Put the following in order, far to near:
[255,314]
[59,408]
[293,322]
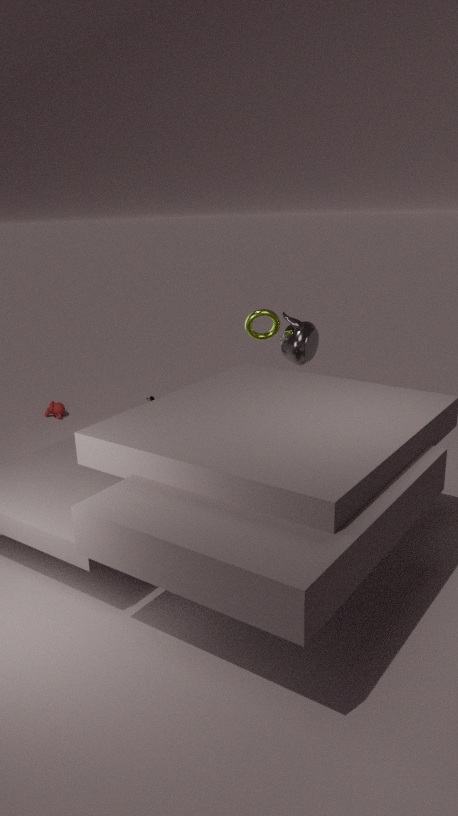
[59,408] → [255,314] → [293,322]
